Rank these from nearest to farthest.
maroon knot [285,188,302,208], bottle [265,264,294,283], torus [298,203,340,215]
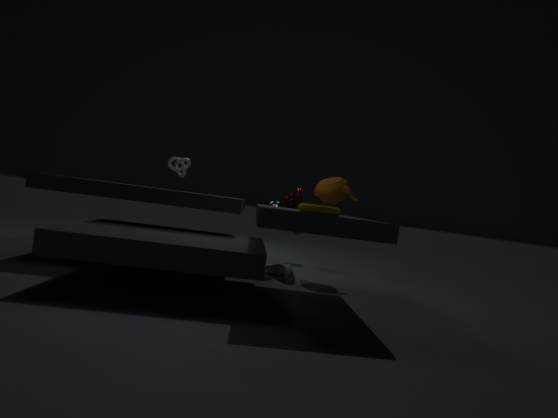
torus [298,203,340,215] < bottle [265,264,294,283] < maroon knot [285,188,302,208]
